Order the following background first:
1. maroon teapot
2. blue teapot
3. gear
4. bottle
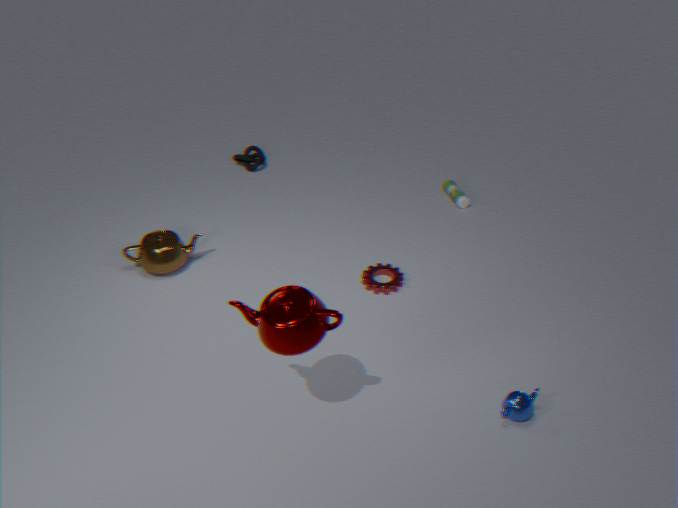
bottle → gear → blue teapot → maroon teapot
